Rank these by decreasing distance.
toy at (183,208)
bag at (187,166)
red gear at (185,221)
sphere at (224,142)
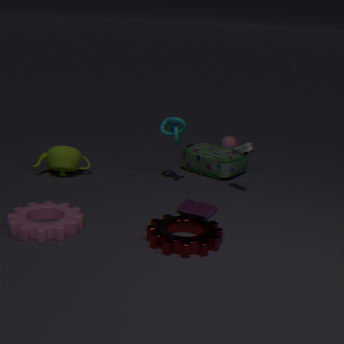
sphere at (224,142)
bag at (187,166)
toy at (183,208)
red gear at (185,221)
